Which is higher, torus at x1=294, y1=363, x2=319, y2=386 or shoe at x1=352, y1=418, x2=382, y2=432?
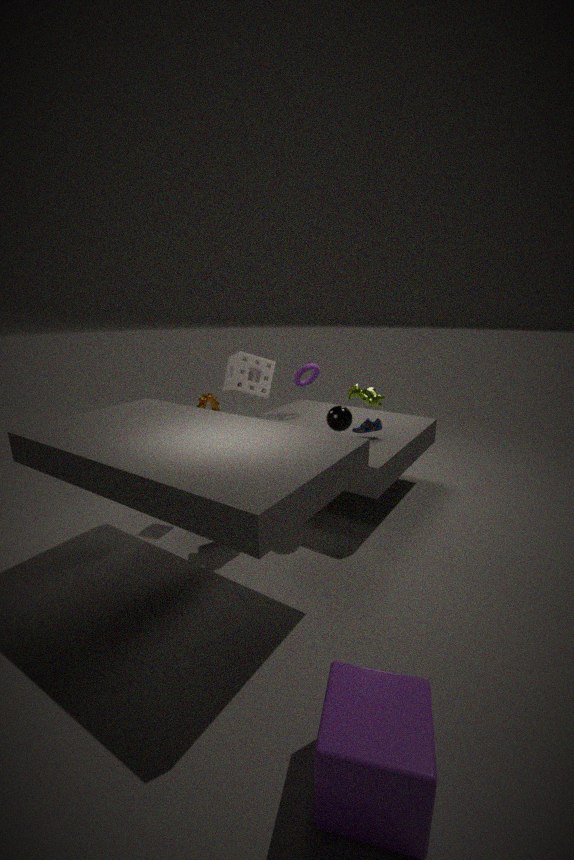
torus at x1=294, y1=363, x2=319, y2=386
